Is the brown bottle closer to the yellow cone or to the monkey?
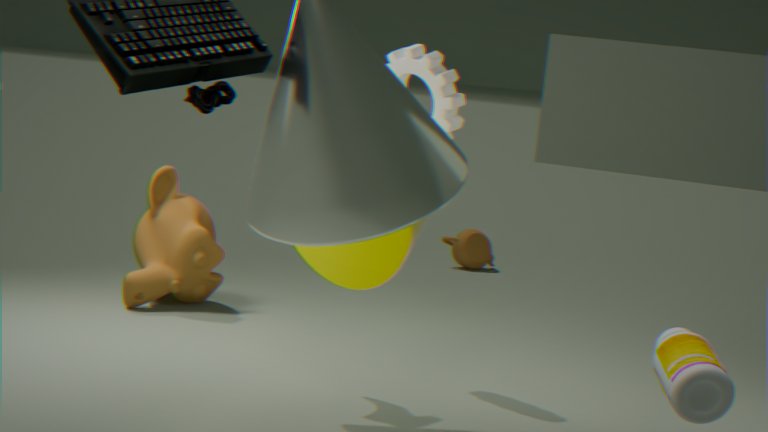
the yellow cone
